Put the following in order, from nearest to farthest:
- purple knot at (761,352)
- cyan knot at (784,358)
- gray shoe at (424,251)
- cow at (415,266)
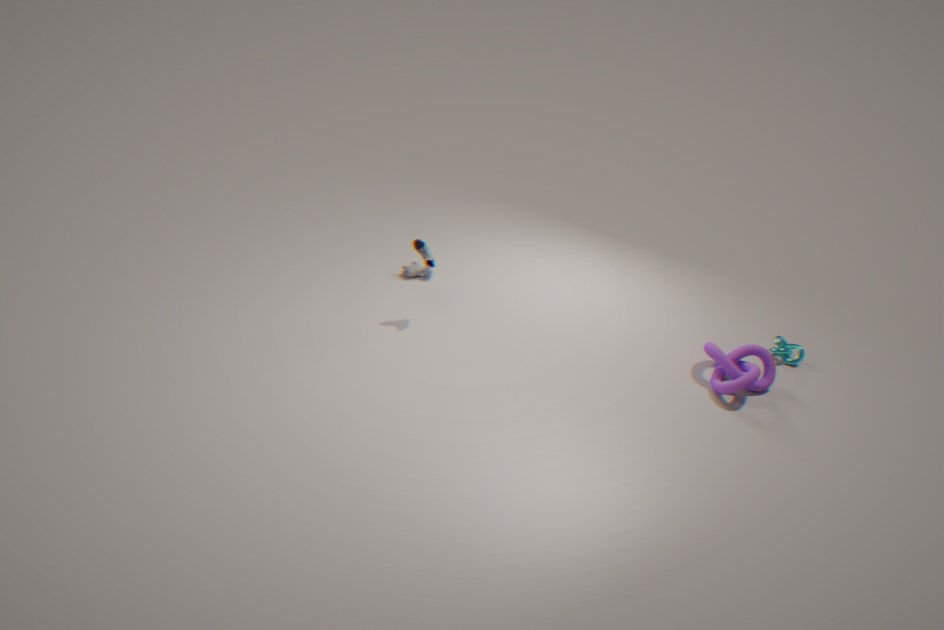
1. purple knot at (761,352)
2. gray shoe at (424,251)
3. cyan knot at (784,358)
4. cow at (415,266)
